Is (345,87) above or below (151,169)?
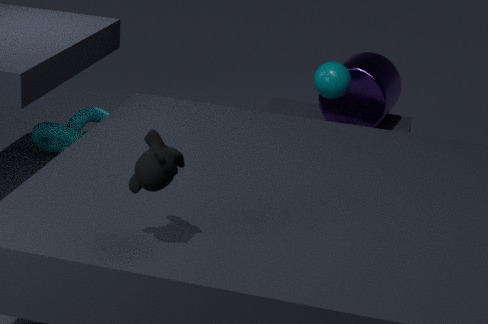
below
